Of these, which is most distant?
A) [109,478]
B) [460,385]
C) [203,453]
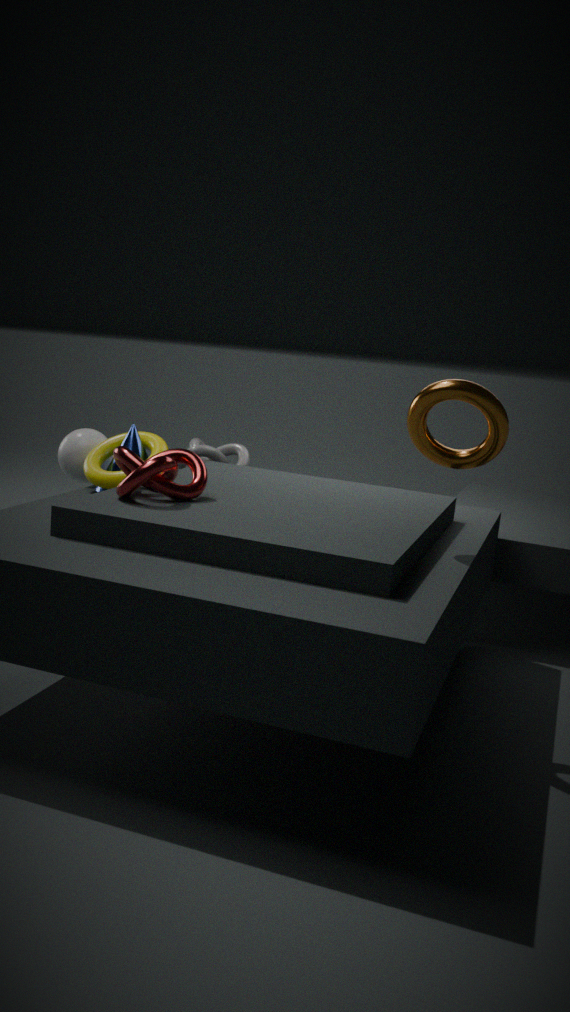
[203,453]
